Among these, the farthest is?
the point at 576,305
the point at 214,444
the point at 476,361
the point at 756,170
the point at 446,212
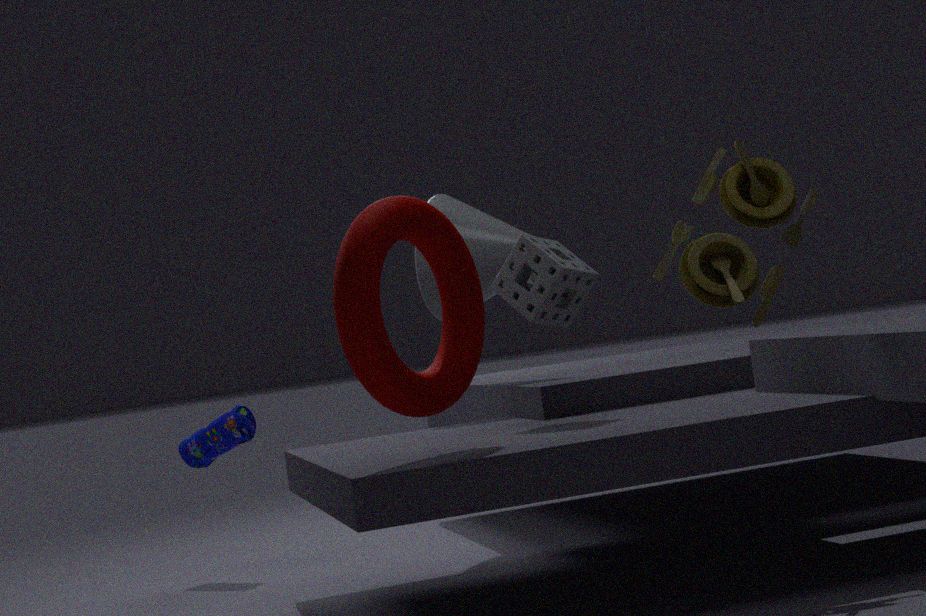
the point at 214,444
